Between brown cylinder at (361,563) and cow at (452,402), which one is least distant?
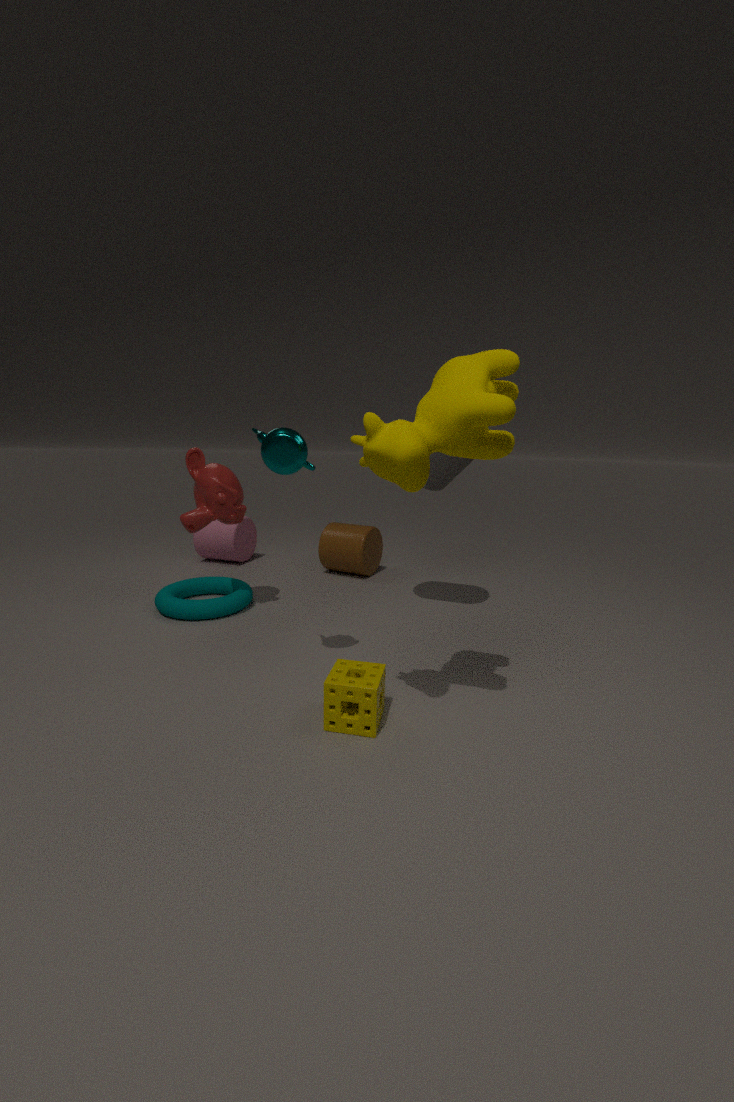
cow at (452,402)
